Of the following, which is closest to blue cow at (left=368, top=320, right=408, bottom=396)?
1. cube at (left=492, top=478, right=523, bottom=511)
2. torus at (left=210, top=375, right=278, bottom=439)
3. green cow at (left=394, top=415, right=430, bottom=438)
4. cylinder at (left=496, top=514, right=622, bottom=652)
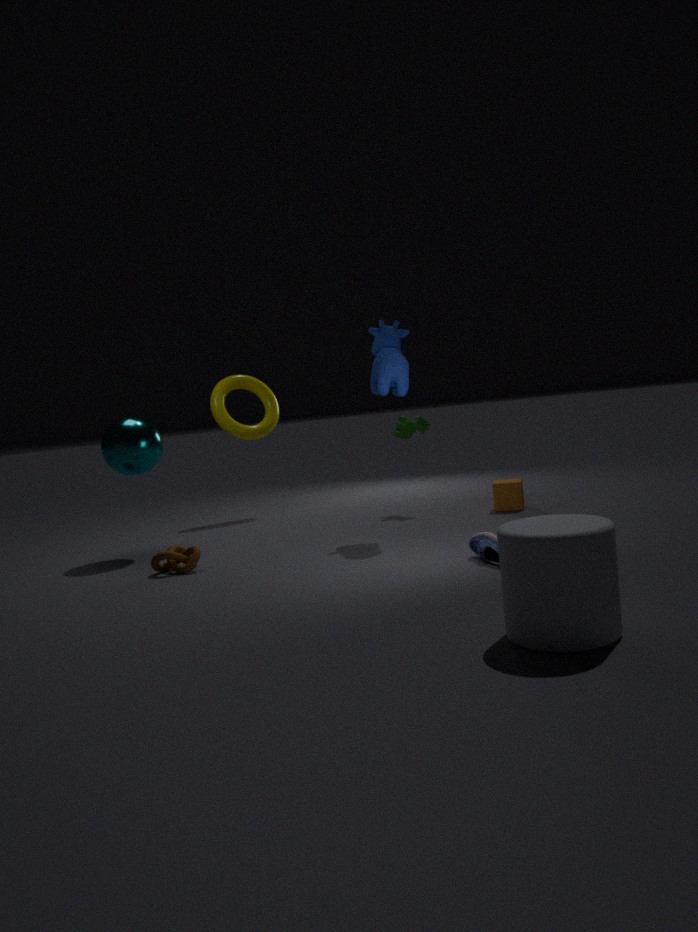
green cow at (left=394, top=415, right=430, bottom=438)
